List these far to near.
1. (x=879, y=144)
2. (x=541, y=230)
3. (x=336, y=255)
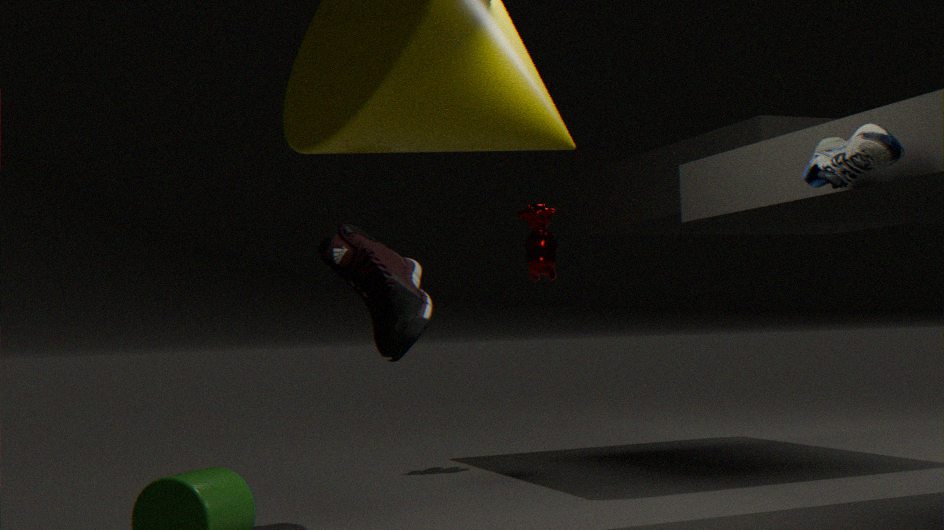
1. (x=541, y=230)
2. (x=336, y=255)
3. (x=879, y=144)
